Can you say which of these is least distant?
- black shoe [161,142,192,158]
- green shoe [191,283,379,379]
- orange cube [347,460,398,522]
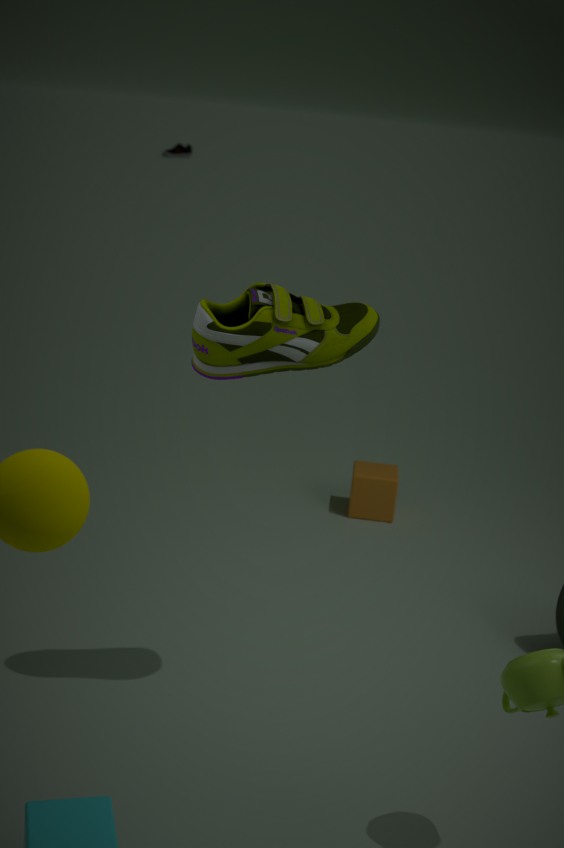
green shoe [191,283,379,379]
